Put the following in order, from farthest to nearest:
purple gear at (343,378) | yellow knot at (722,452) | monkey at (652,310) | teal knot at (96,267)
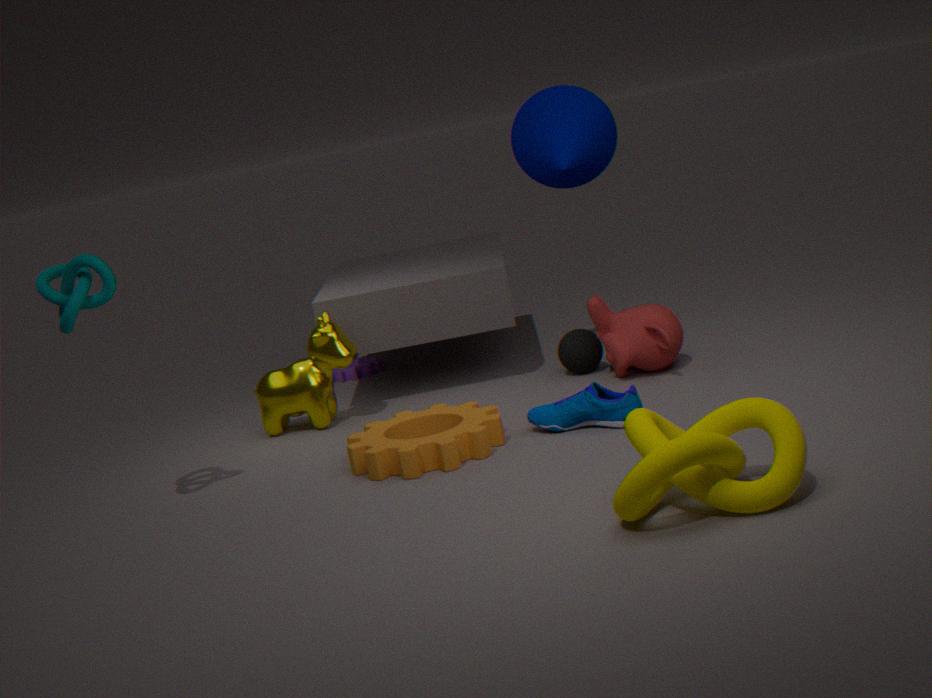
purple gear at (343,378) → monkey at (652,310) → teal knot at (96,267) → yellow knot at (722,452)
